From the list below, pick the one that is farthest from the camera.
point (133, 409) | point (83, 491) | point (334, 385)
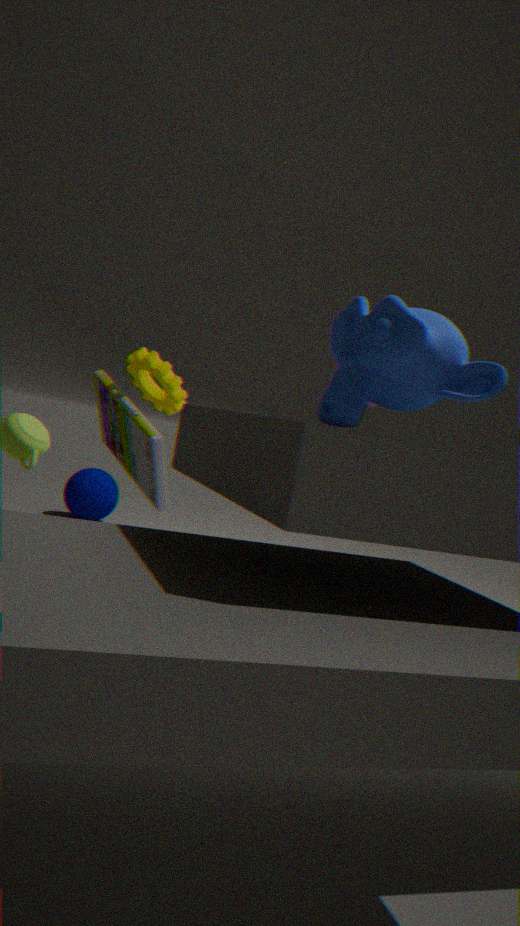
point (83, 491)
